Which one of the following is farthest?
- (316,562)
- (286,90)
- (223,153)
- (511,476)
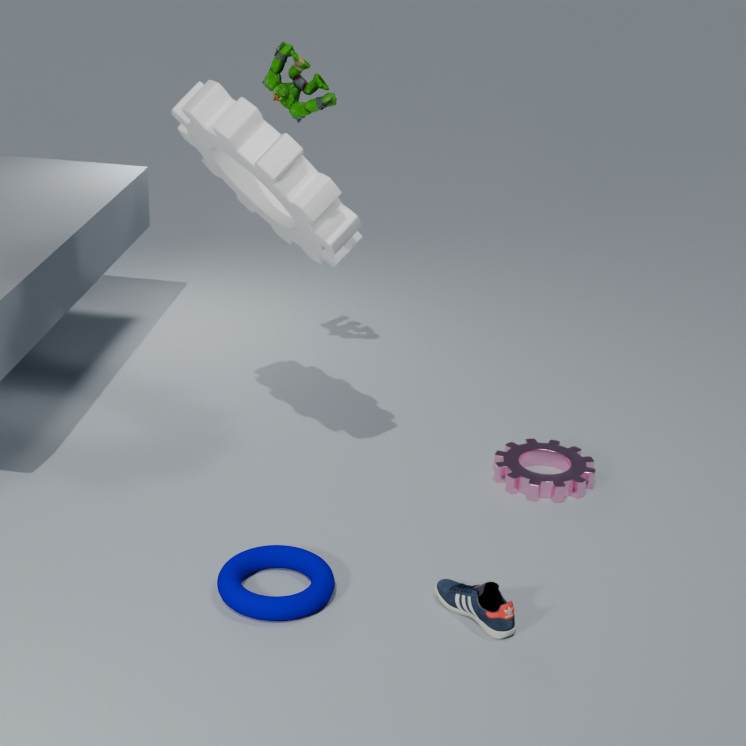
(286,90)
